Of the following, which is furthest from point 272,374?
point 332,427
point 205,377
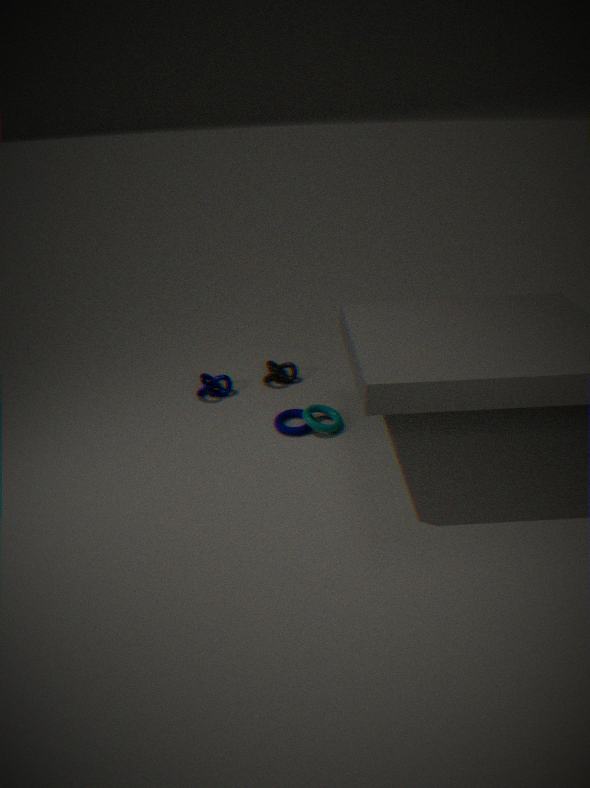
point 332,427
